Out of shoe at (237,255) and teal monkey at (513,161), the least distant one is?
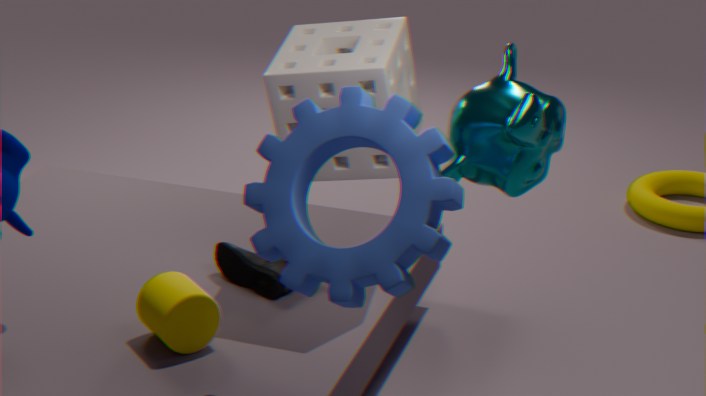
teal monkey at (513,161)
